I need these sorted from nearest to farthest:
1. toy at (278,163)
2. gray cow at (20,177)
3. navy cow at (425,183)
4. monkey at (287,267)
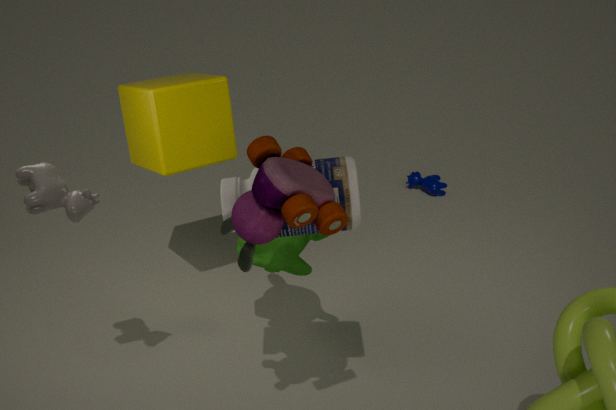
toy at (278,163)
gray cow at (20,177)
monkey at (287,267)
navy cow at (425,183)
